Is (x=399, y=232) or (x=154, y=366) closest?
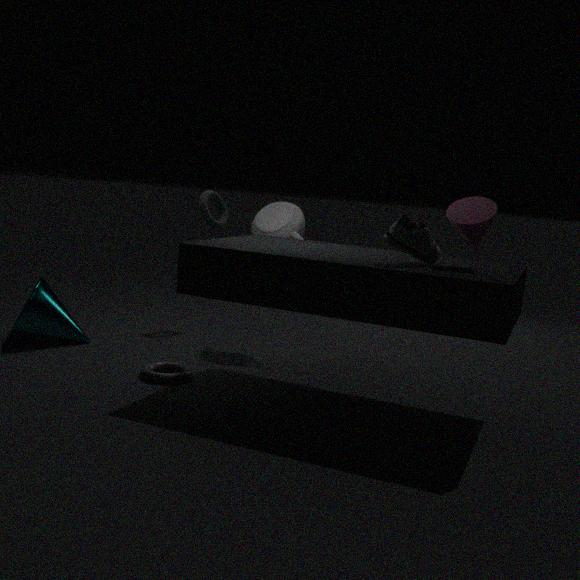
(x=399, y=232)
